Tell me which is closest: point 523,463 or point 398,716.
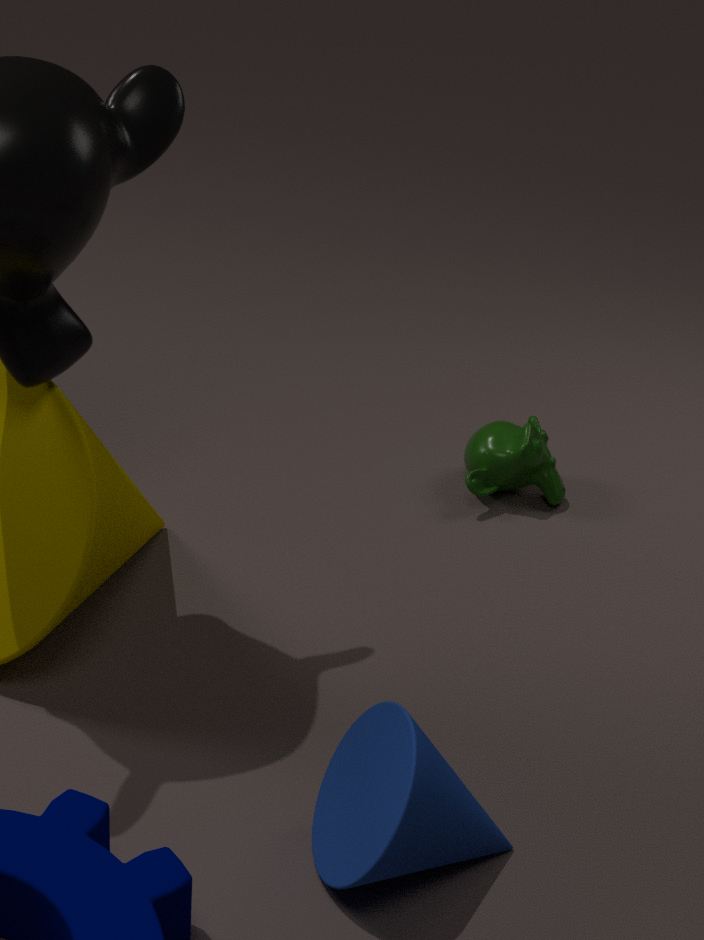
point 398,716
